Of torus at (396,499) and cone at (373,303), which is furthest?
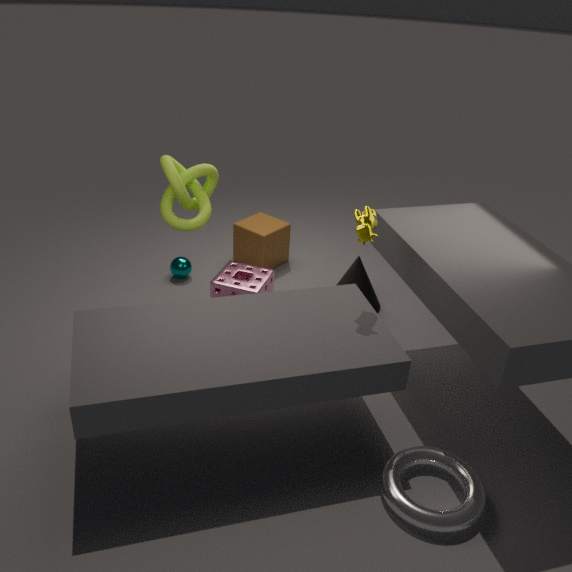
cone at (373,303)
